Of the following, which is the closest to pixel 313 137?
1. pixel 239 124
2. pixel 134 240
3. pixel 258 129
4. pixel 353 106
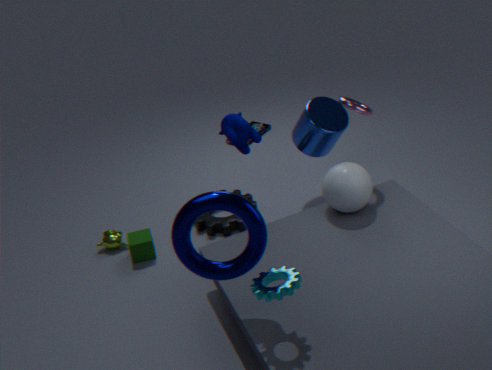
pixel 353 106
